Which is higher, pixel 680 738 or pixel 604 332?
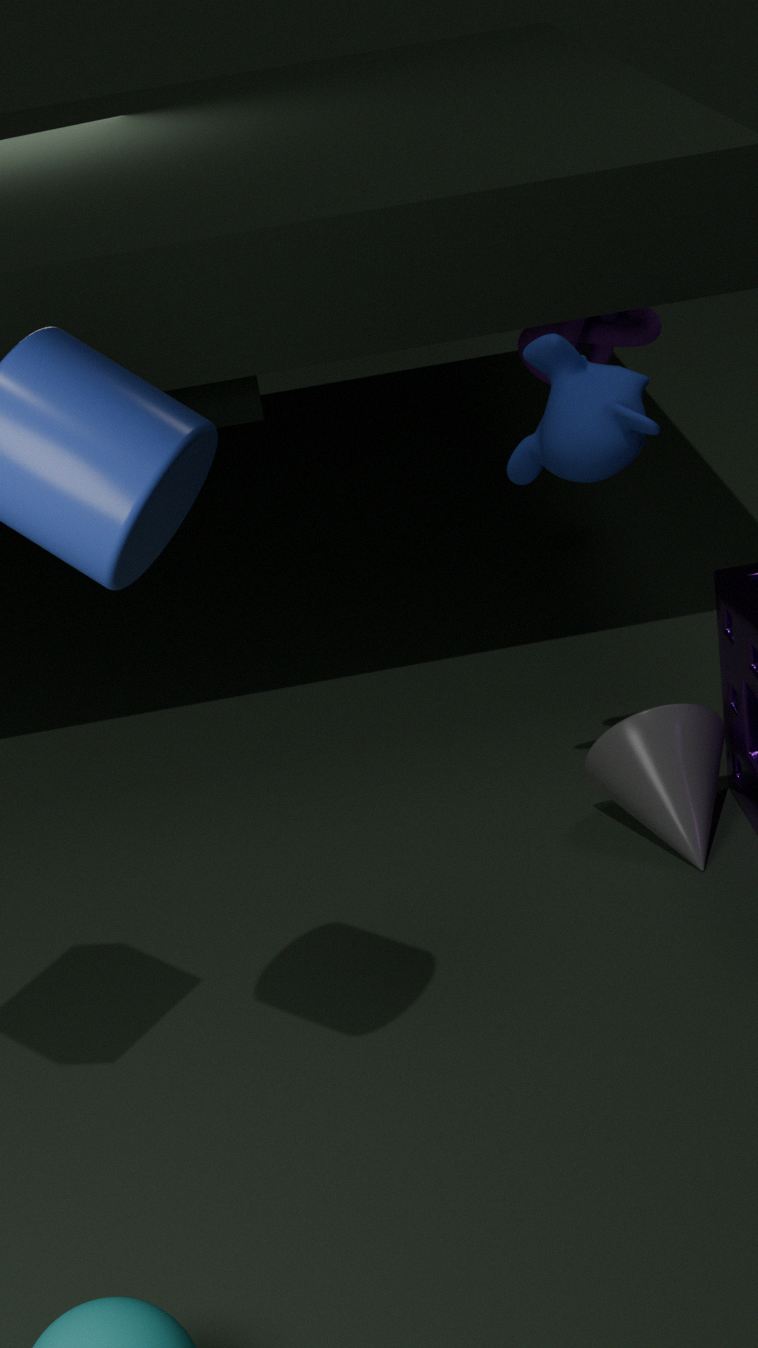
pixel 604 332
